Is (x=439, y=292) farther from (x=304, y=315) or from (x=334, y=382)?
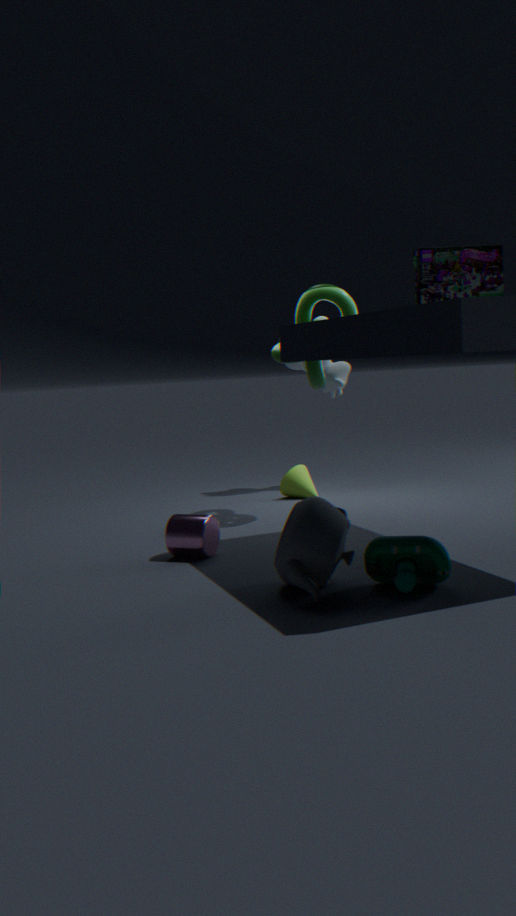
(x=334, y=382)
